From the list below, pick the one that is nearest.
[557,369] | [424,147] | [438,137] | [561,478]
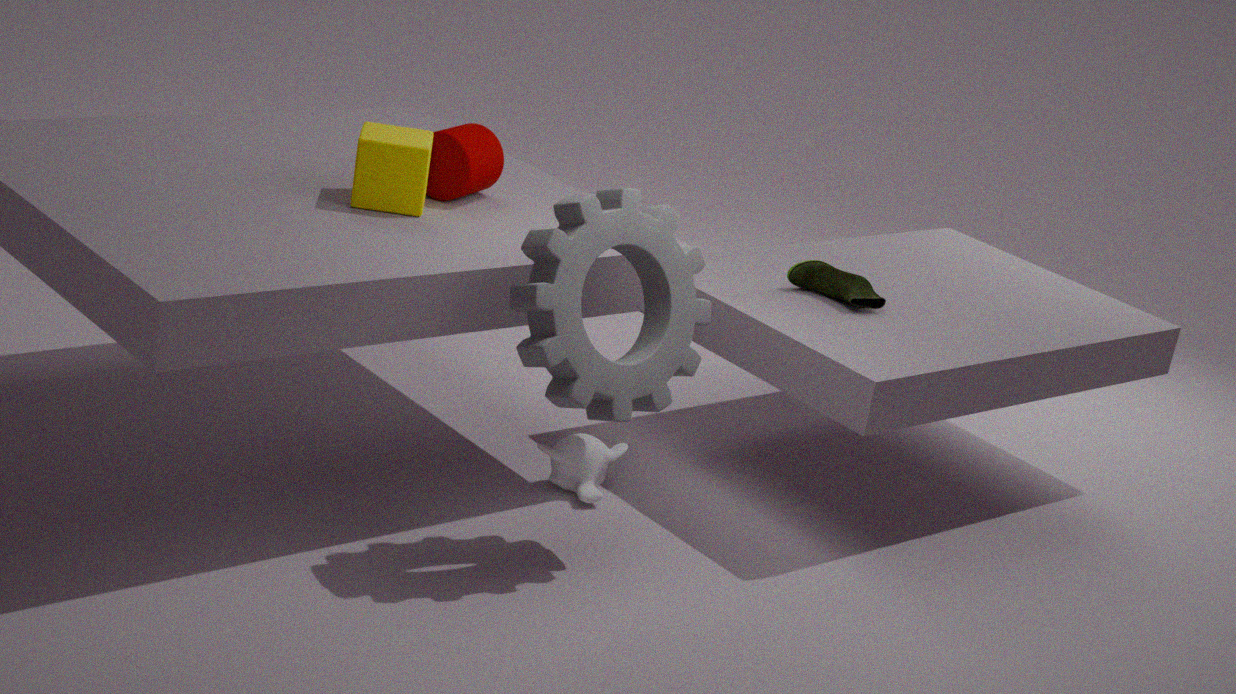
[557,369]
